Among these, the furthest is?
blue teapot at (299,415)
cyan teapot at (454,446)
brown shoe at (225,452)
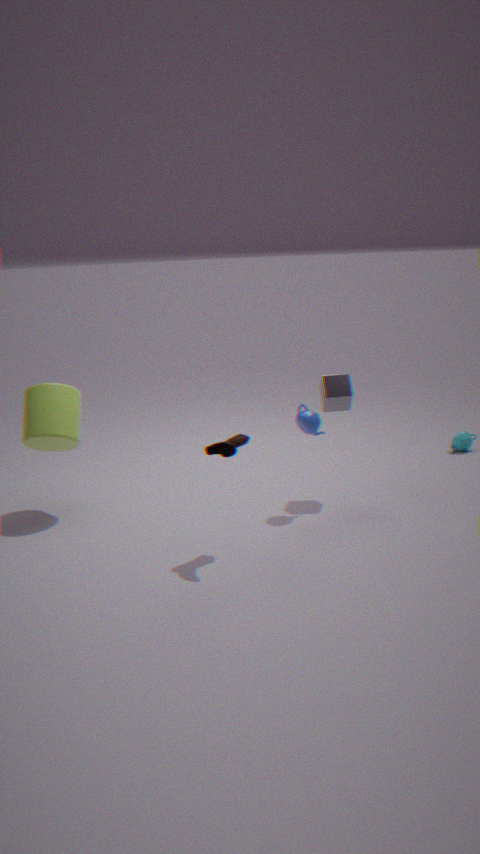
cyan teapot at (454,446)
